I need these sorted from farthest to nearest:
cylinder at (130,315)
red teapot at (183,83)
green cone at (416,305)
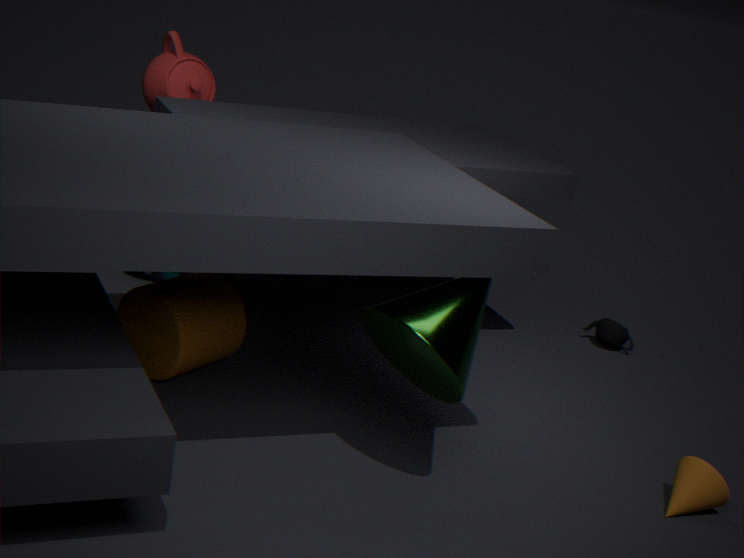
red teapot at (183,83), cylinder at (130,315), green cone at (416,305)
